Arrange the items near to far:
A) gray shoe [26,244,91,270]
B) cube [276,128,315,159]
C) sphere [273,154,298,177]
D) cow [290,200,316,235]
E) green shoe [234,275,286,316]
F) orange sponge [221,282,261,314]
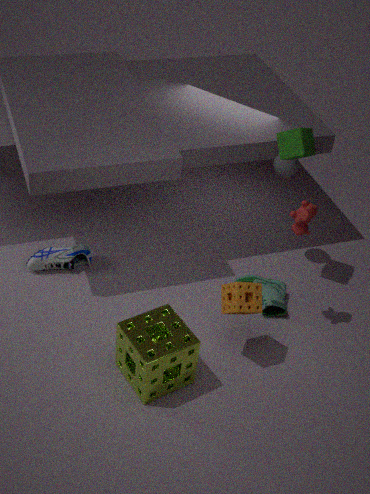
orange sponge [221,282,261,314], cow [290,200,316,235], cube [276,128,315,159], green shoe [234,275,286,316], sphere [273,154,298,177], gray shoe [26,244,91,270]
